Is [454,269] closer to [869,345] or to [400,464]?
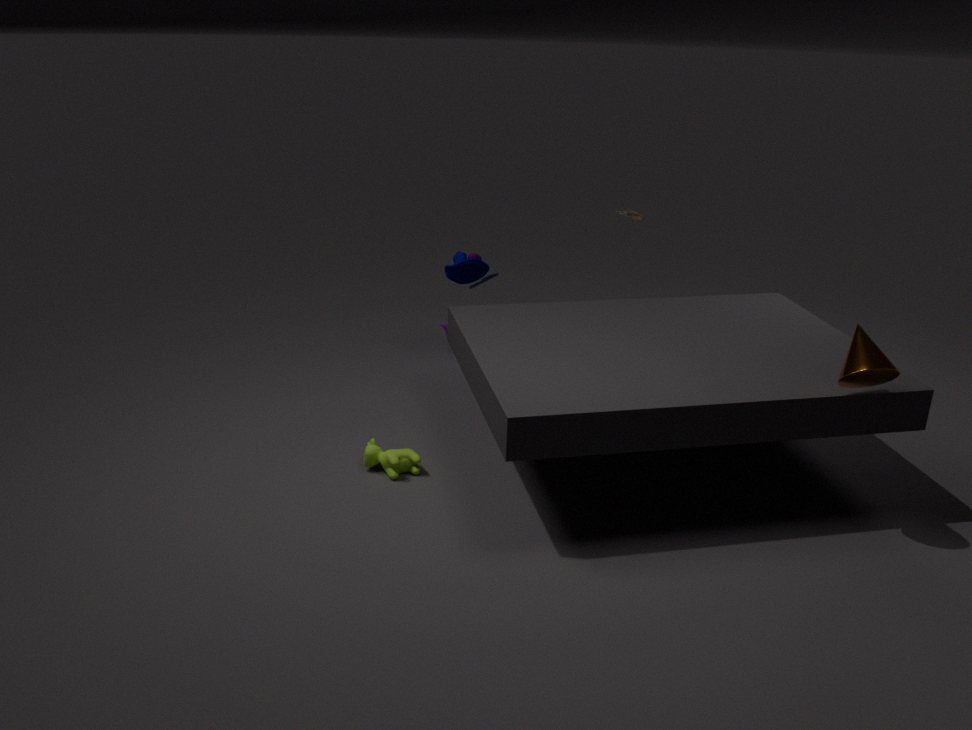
[400,464]
